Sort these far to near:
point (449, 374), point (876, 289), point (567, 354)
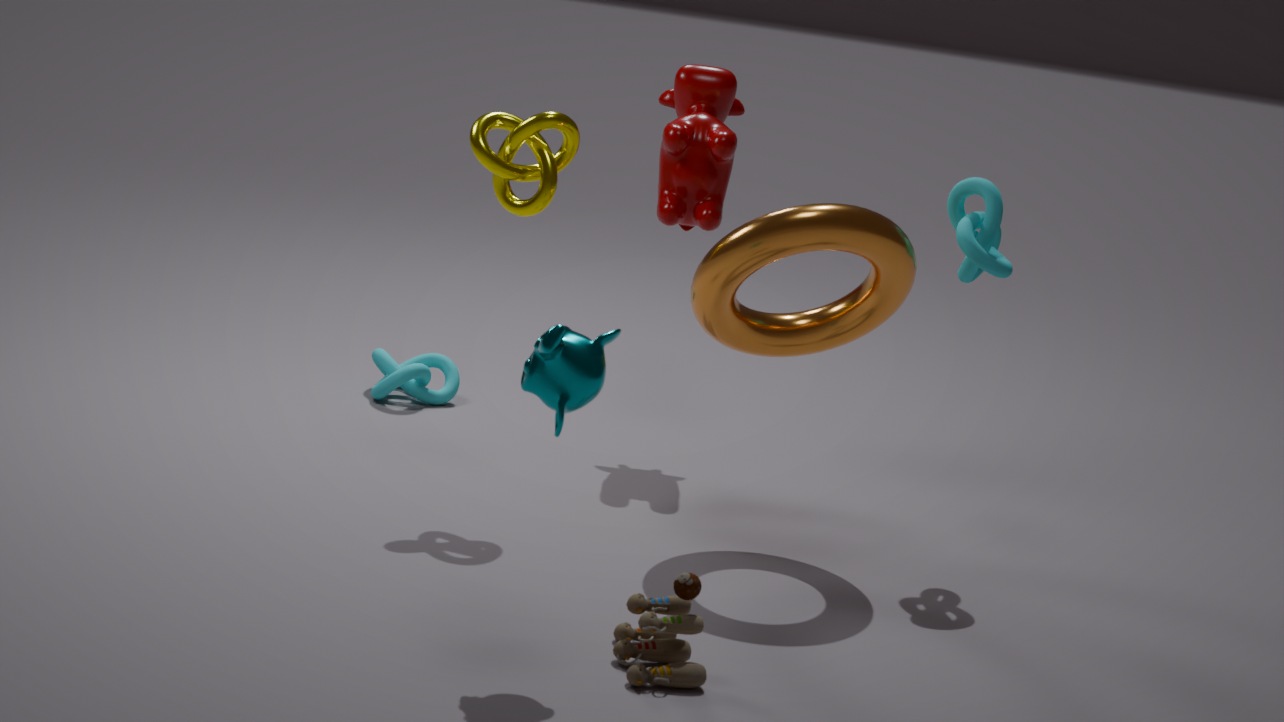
point (449, 374) → point (876, 289) → point (567, 354)
